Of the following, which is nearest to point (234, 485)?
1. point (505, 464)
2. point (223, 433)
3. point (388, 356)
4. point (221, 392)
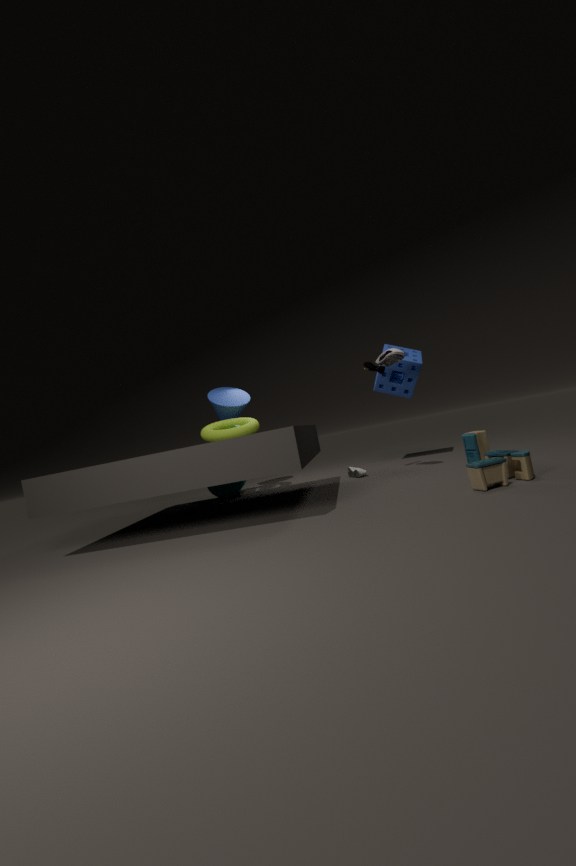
point (223, 433)
